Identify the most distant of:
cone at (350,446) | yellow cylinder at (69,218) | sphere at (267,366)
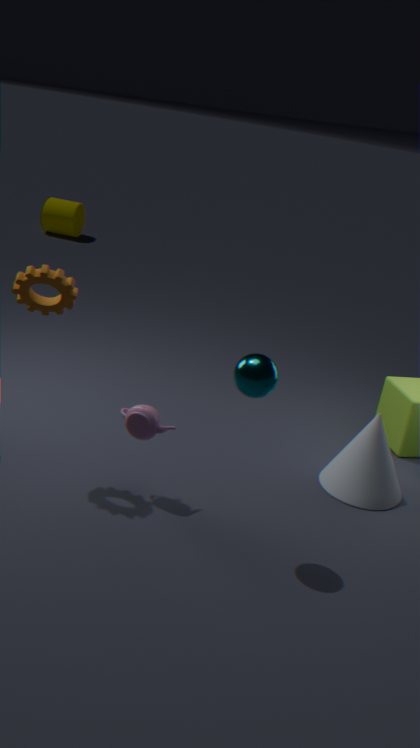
yellow cylinder at (69,218)
